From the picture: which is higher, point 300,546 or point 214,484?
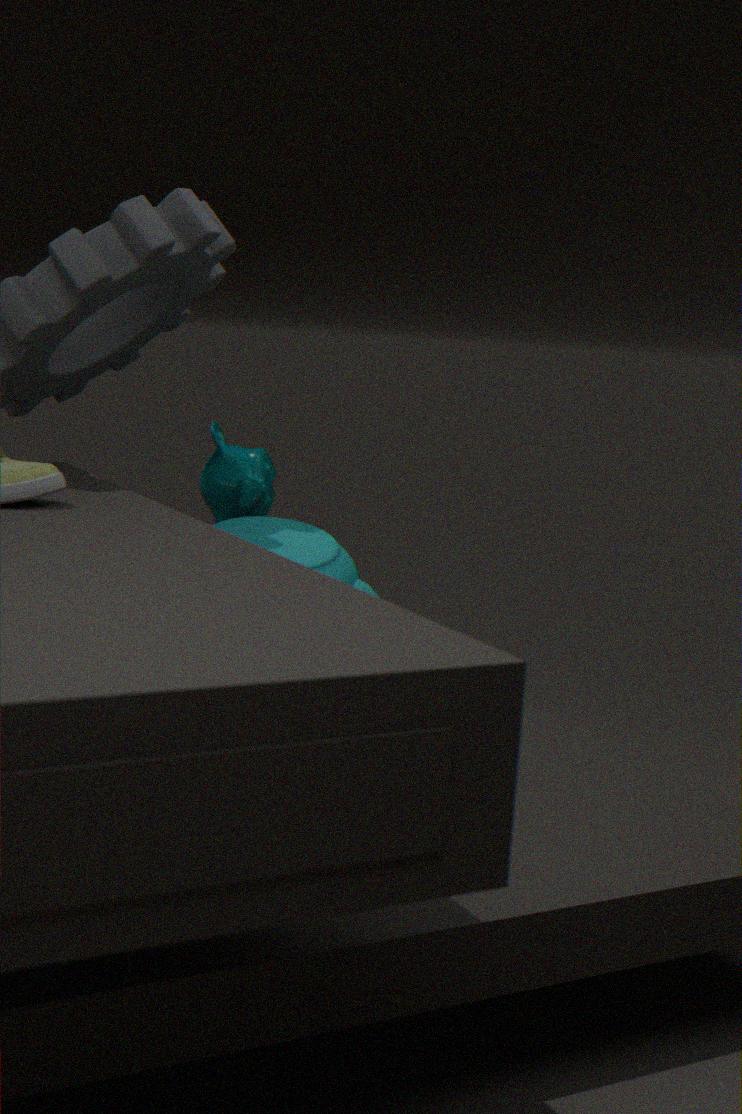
point 214,484
